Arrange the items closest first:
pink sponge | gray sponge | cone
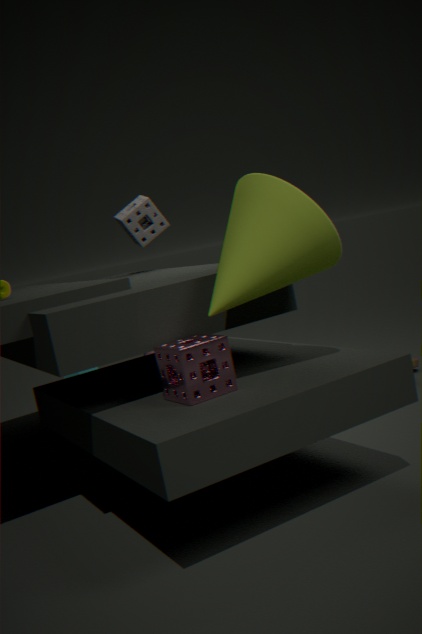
cone
pink sponge
gray sponge
